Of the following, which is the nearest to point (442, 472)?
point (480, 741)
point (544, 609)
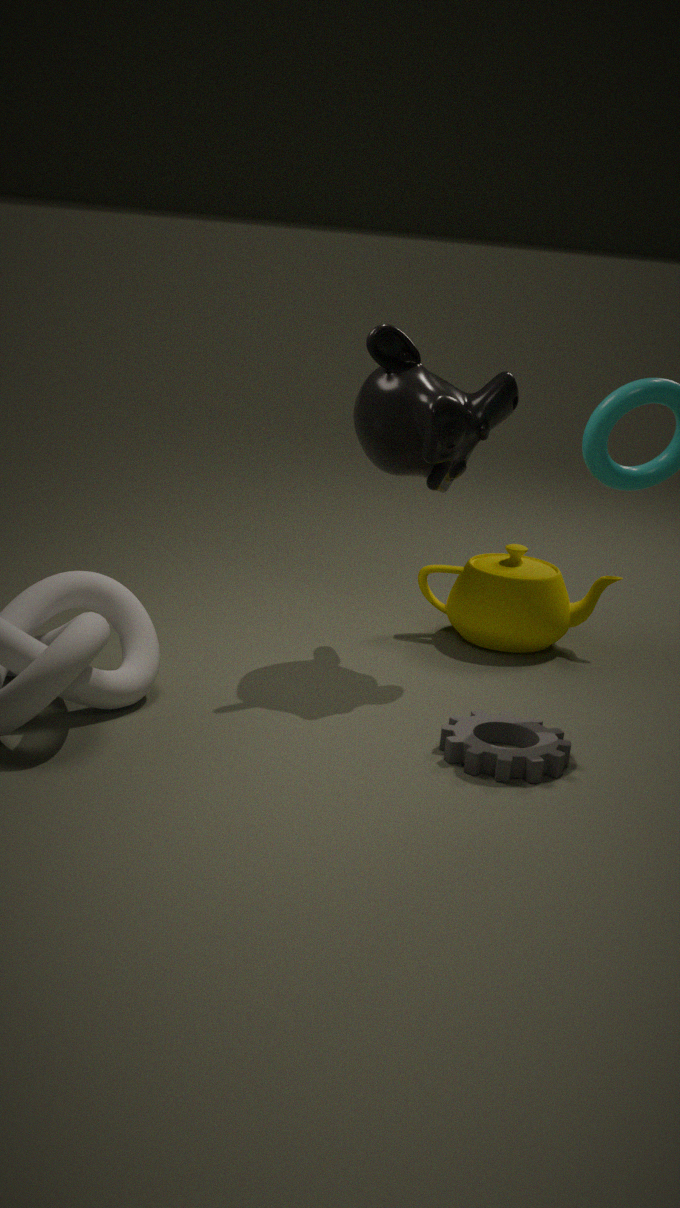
point (544, 609)
